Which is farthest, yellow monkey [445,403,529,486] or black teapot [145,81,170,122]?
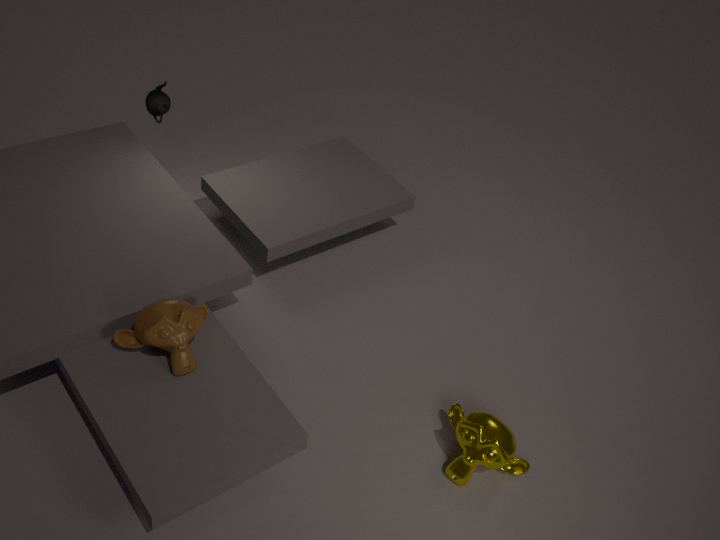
black teapot [145,81,170,122]
